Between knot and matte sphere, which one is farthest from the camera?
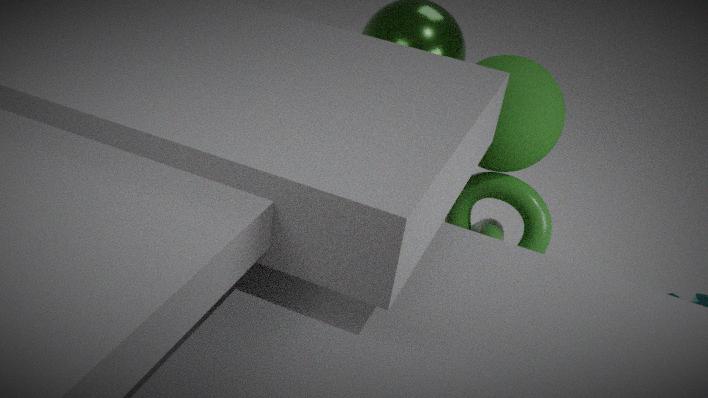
knot
